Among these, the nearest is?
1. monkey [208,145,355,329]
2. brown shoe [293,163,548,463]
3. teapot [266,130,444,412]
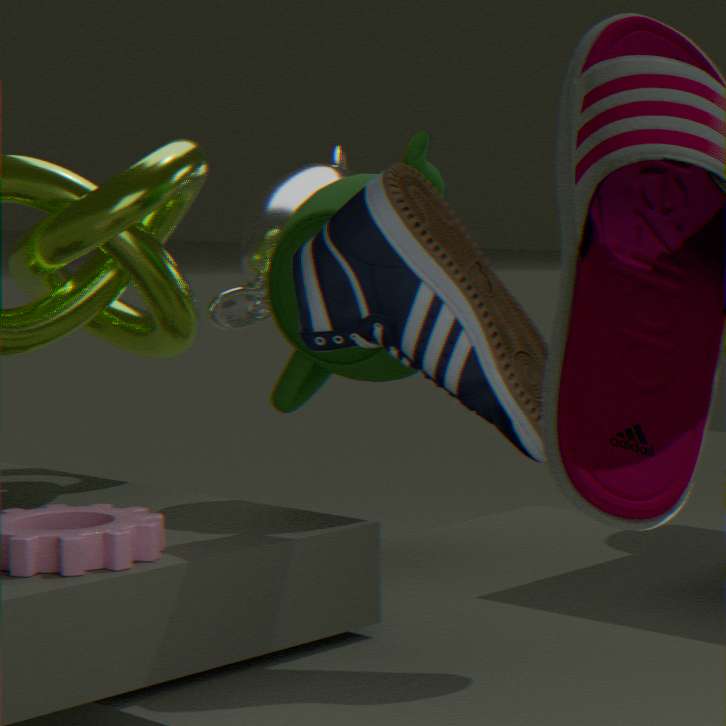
brown shoe [293,163,548,463]
